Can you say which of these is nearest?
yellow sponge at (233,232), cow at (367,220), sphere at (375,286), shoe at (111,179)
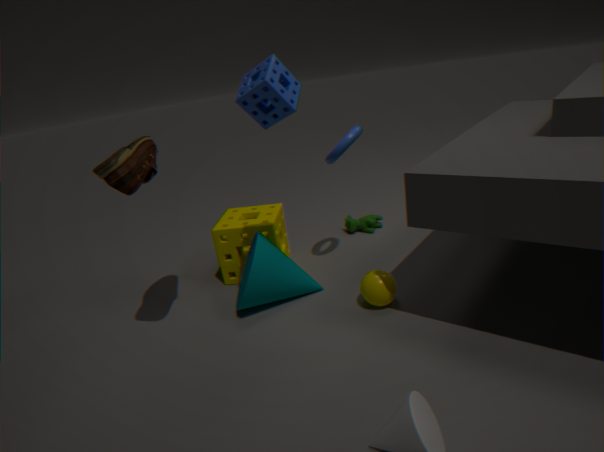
shoe at (111,179)
